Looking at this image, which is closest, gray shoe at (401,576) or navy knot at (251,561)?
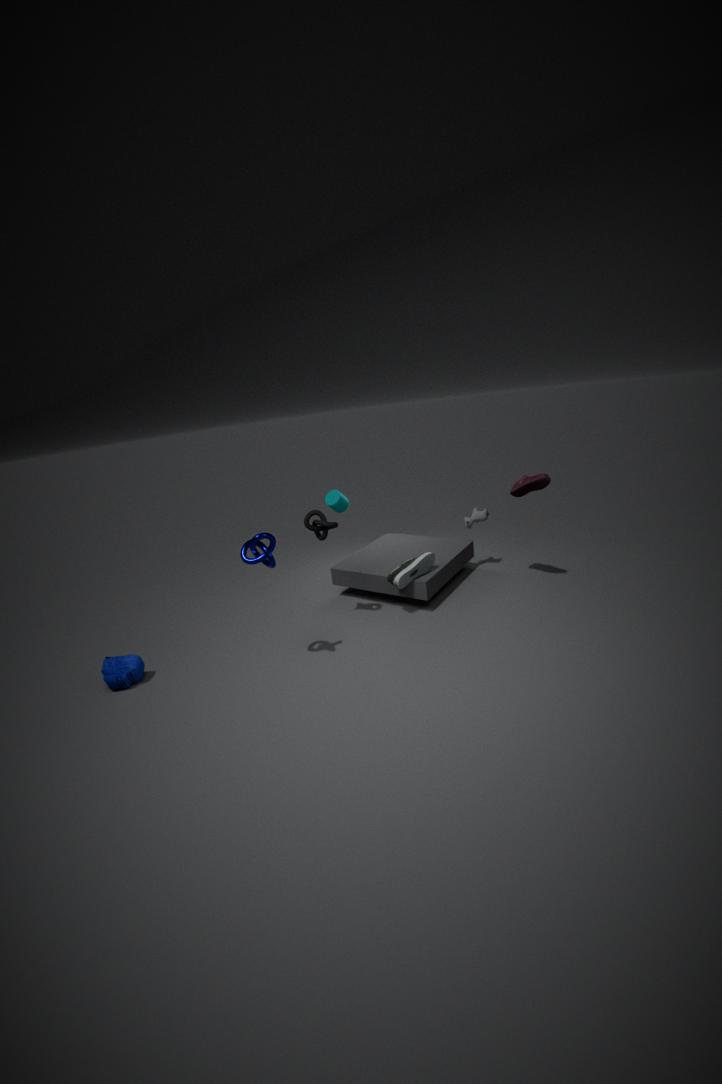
navy knot at (251,561)
